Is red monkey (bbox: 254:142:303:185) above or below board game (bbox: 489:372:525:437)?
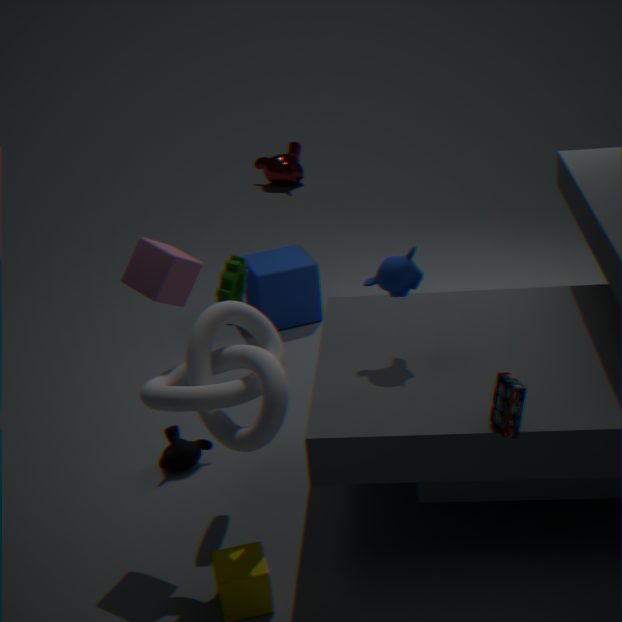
below
